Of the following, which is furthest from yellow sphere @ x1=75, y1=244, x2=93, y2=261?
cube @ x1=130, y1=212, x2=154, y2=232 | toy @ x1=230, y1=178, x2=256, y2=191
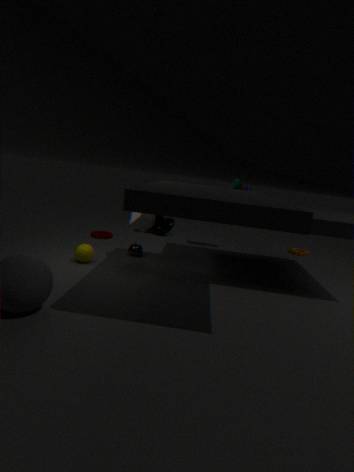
toy @ x1=230, y1=178, x2=256, y2=191
